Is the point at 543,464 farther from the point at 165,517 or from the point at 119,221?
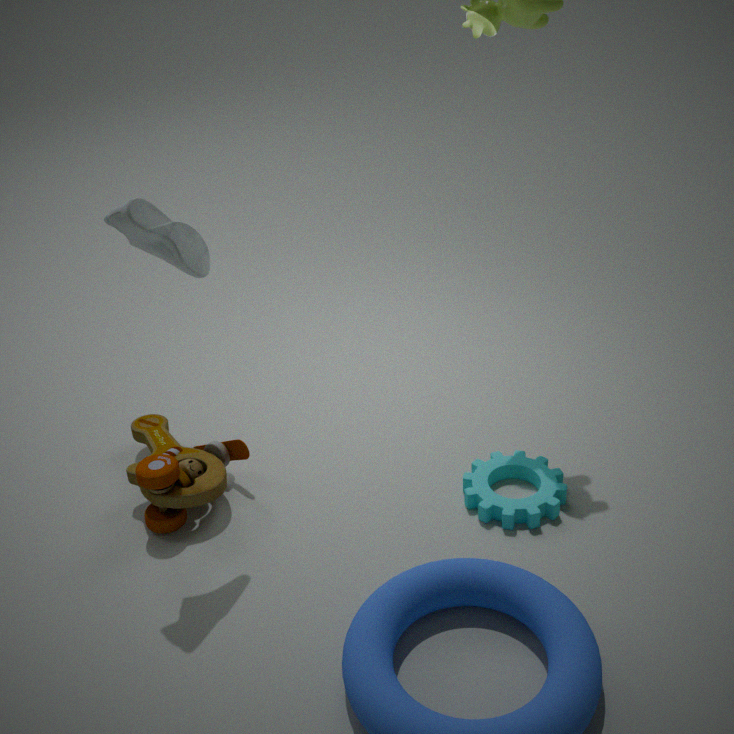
the point at 119,221
